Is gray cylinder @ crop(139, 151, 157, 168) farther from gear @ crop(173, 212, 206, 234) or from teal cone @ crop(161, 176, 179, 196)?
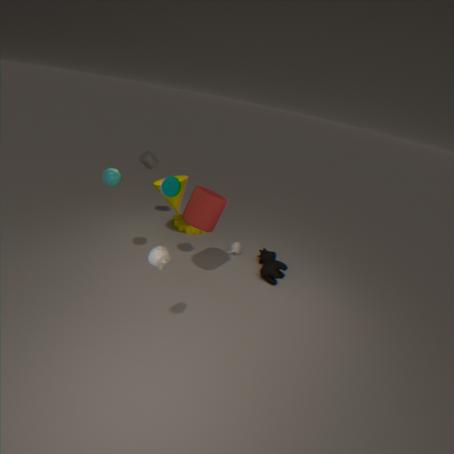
teal cone @ crop(161, 176, 179, 196)
